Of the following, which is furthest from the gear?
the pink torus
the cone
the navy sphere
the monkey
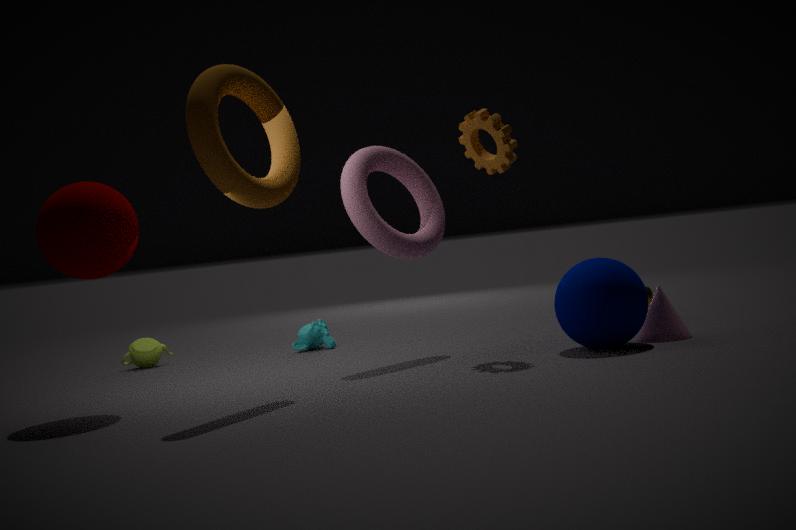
the monkey
